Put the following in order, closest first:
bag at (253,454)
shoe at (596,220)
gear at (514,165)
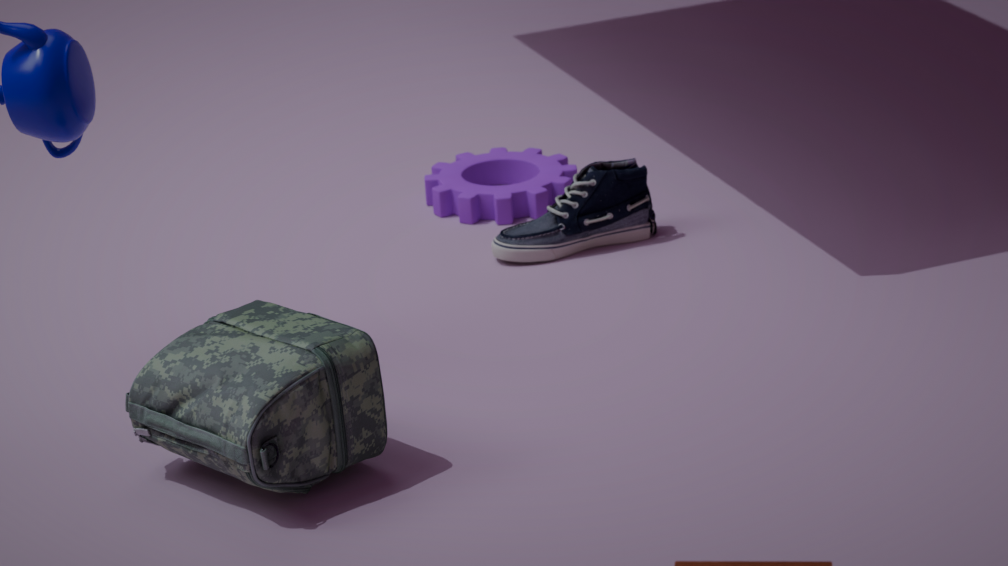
bag at (253,454)
shoe at (596,220)
gear at (514,165)
